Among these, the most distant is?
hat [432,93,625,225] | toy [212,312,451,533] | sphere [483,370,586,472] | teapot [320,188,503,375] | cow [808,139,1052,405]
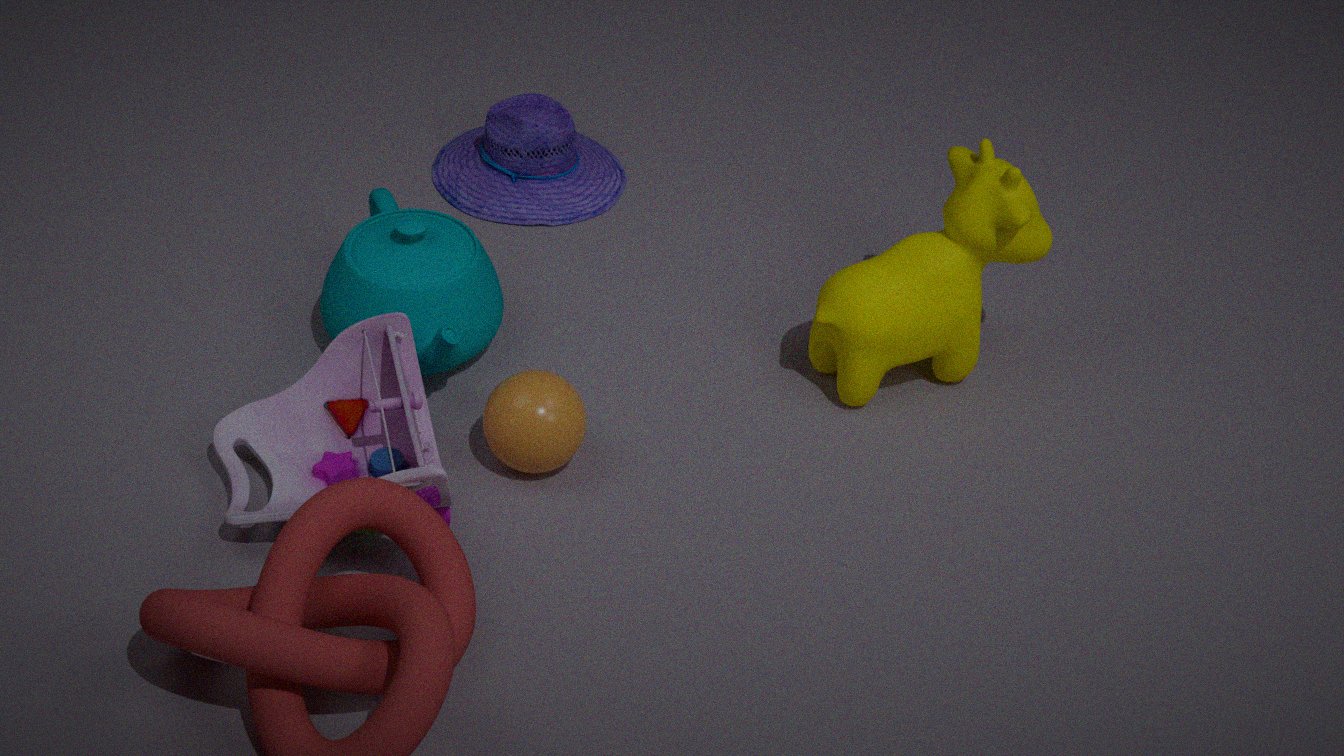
hat [432,93,625,225]
